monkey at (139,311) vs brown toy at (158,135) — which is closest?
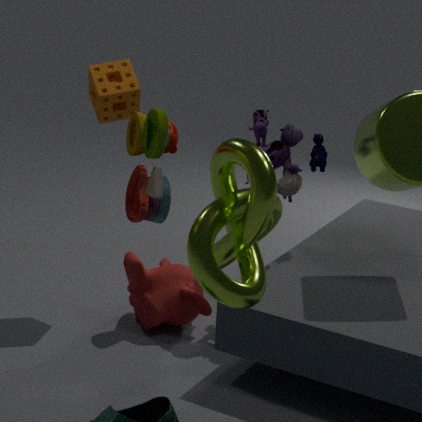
brown toy at (158,135)
